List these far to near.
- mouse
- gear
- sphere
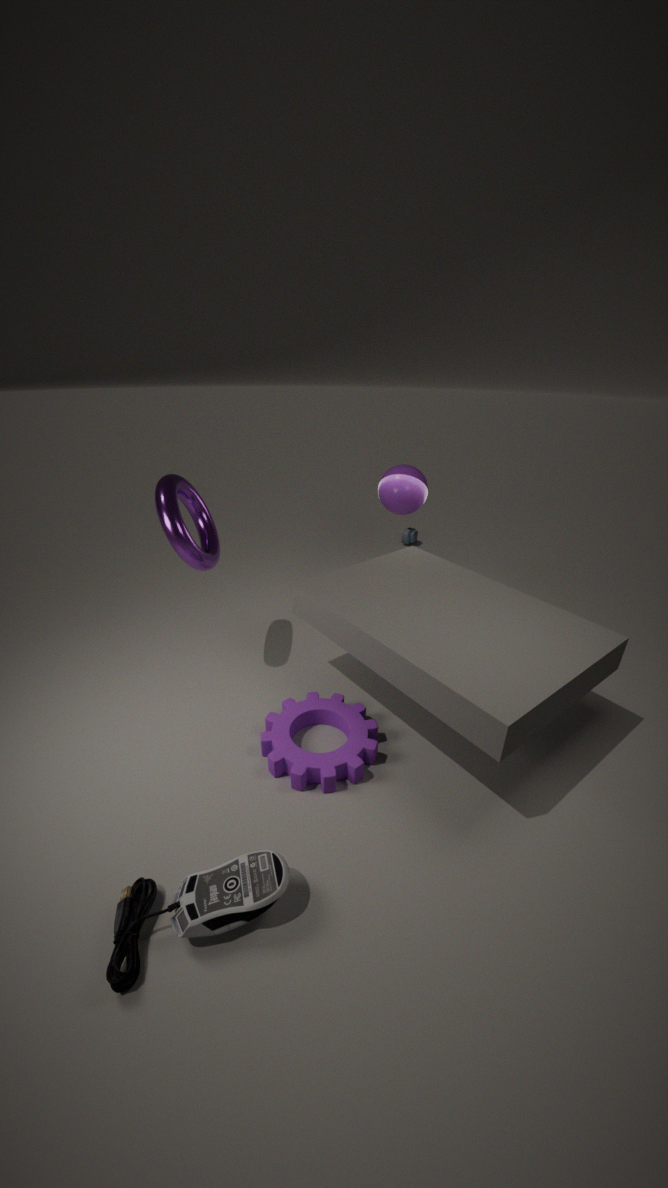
sphere, gear, mouse
